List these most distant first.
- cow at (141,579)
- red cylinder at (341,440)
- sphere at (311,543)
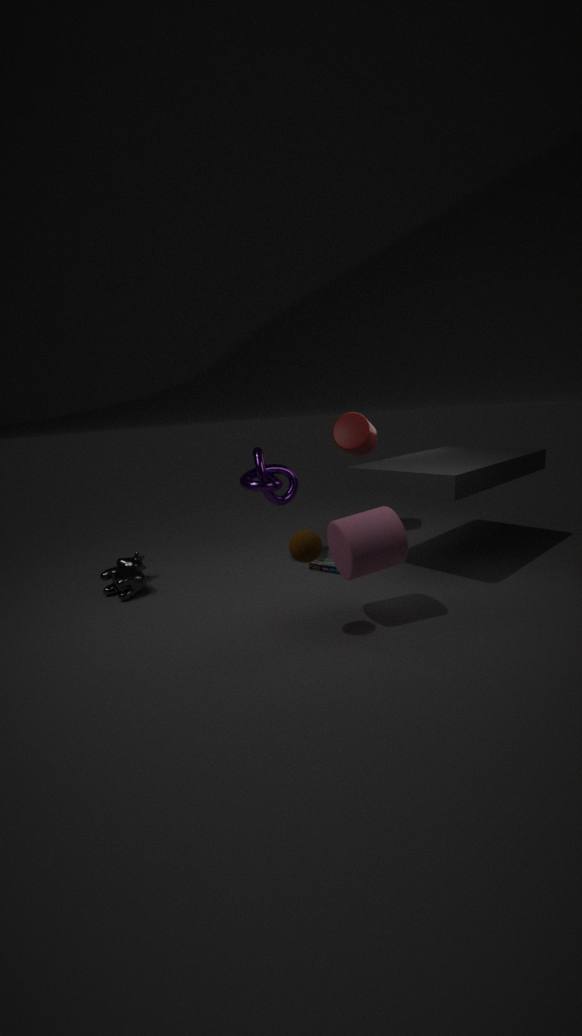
red cylinder at (341,440)
cow at (141,579)
sphere at (311,543)
